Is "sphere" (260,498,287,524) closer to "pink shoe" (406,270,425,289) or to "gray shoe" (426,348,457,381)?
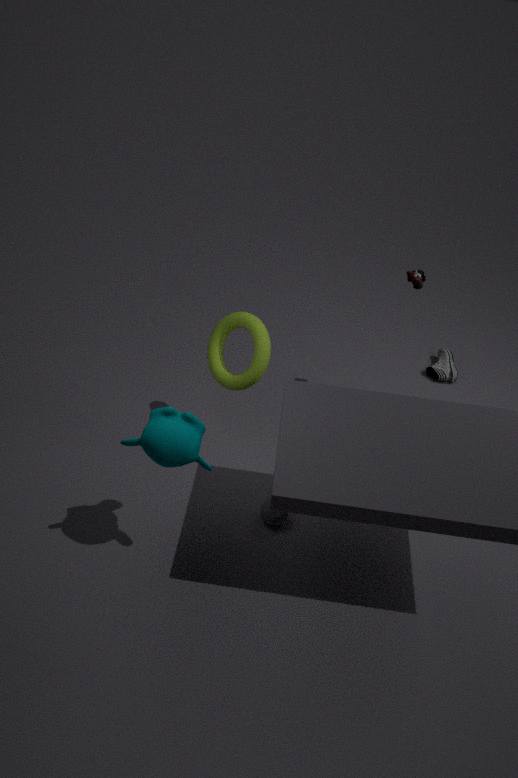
"pink shoe" (406,270,425,289)
